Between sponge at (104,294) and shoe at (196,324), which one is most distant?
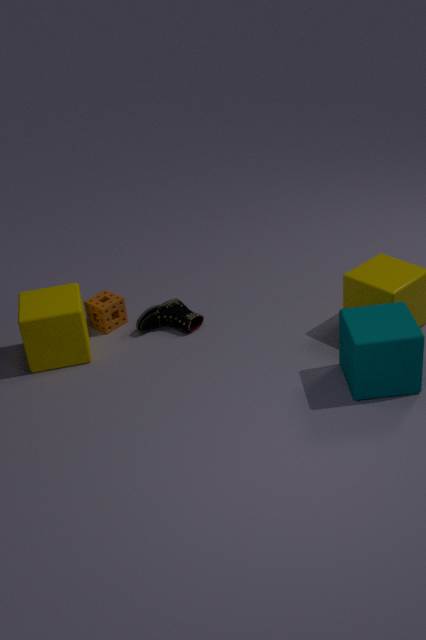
sponge at (104,294)
